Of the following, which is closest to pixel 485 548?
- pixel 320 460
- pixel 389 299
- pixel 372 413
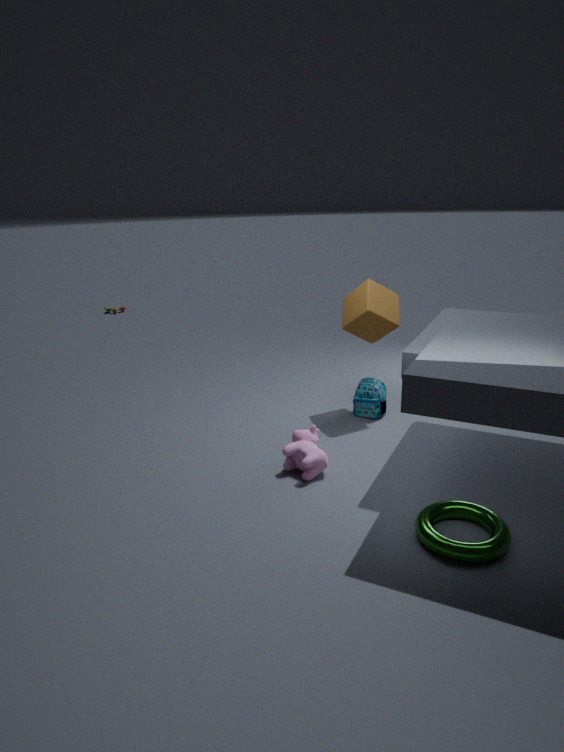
pixel 320 460
